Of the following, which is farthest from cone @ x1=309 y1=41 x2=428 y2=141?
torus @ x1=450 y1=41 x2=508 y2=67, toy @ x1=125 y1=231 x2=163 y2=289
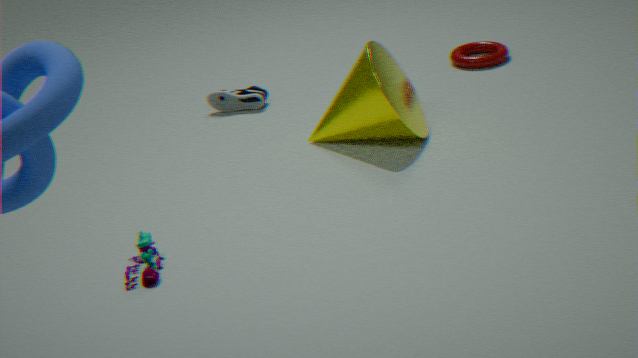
toy @ x1=125 y1=231 x2=163 y2=289
